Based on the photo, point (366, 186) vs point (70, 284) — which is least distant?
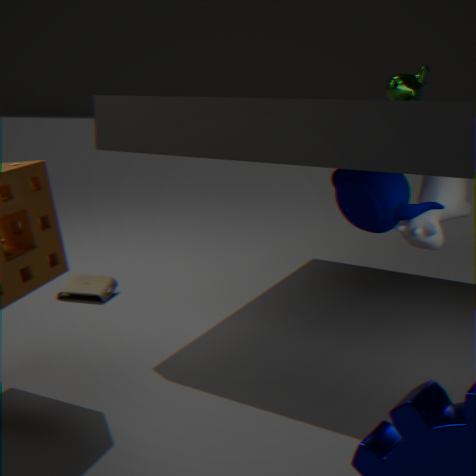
point (366, 186)
